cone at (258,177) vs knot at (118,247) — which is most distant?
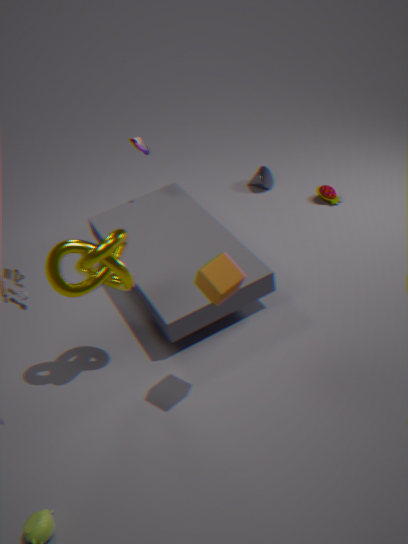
cone at (258,177)
